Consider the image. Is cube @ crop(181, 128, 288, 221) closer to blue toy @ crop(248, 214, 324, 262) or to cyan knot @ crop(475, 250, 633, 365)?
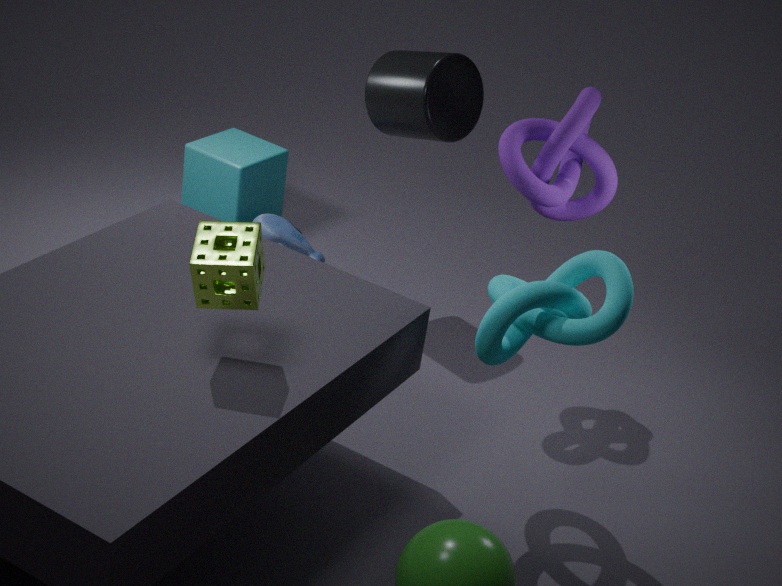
blue toy @ crop(248, 214, 324, 262)
